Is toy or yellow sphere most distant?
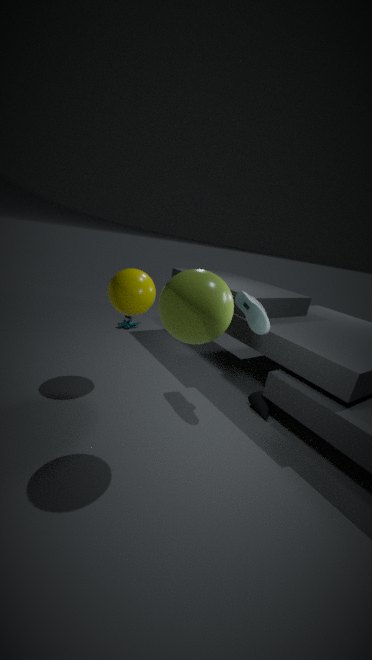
toy
